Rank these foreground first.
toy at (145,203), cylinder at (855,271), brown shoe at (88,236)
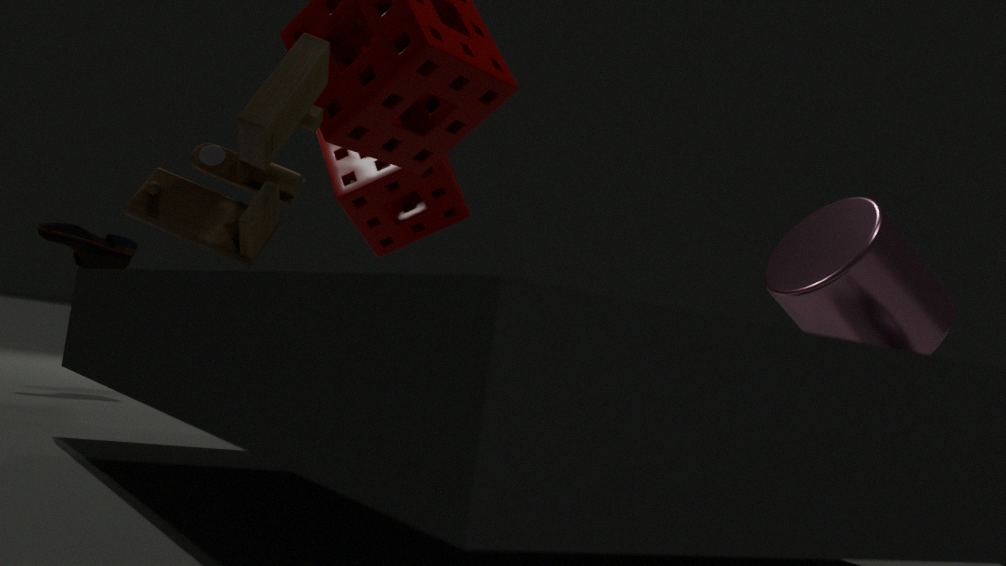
toy at (145,203)
cylinder at (855,271)
brown shoe at (88,236)
